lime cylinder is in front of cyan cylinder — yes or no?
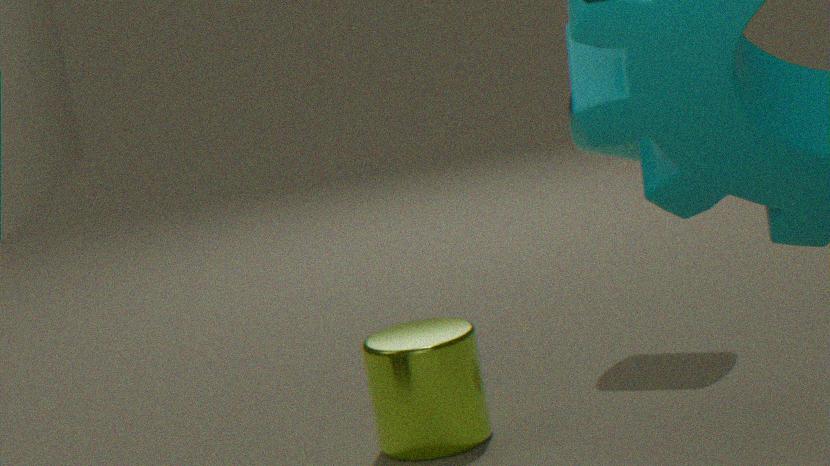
Yes
